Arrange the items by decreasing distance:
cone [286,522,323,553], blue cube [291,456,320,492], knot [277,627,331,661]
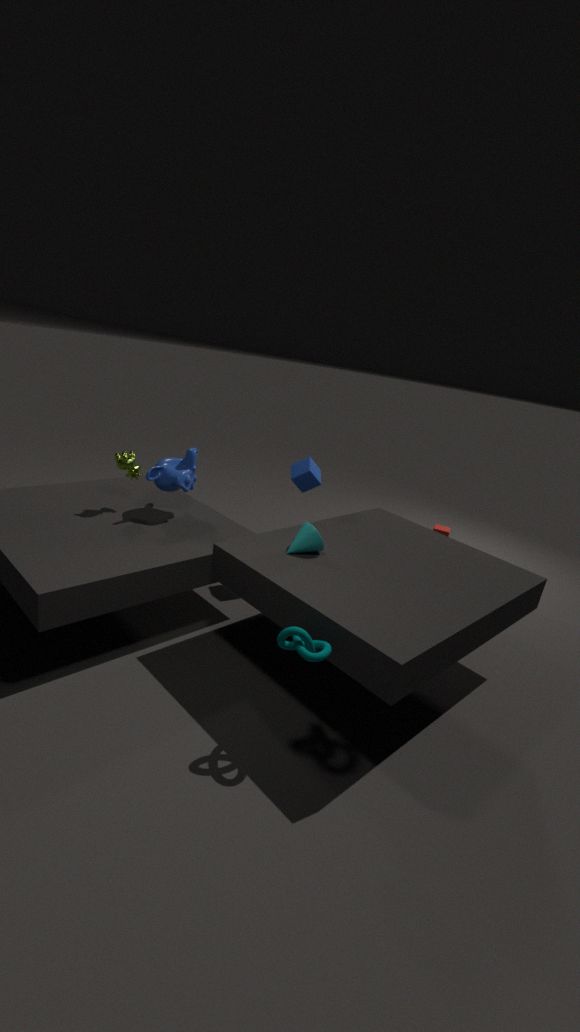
blue cube [291,456,320,492] → cone [286,522,323,553] → knot [277,627,331,661]
